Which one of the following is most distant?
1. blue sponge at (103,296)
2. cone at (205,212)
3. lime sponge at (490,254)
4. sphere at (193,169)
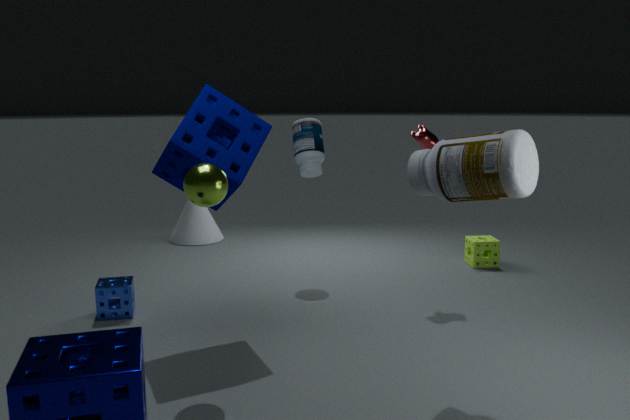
cone at (205,212)
